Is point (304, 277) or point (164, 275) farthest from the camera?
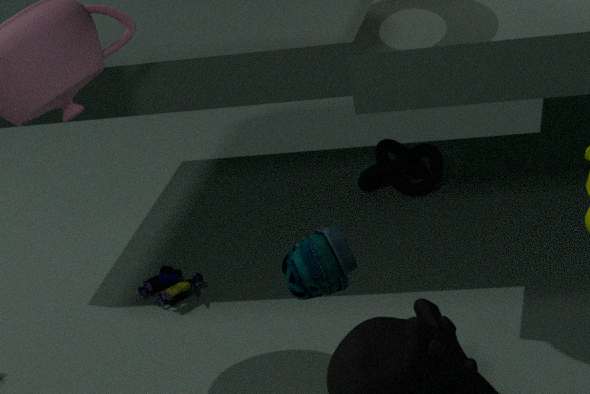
point (164, 275)
